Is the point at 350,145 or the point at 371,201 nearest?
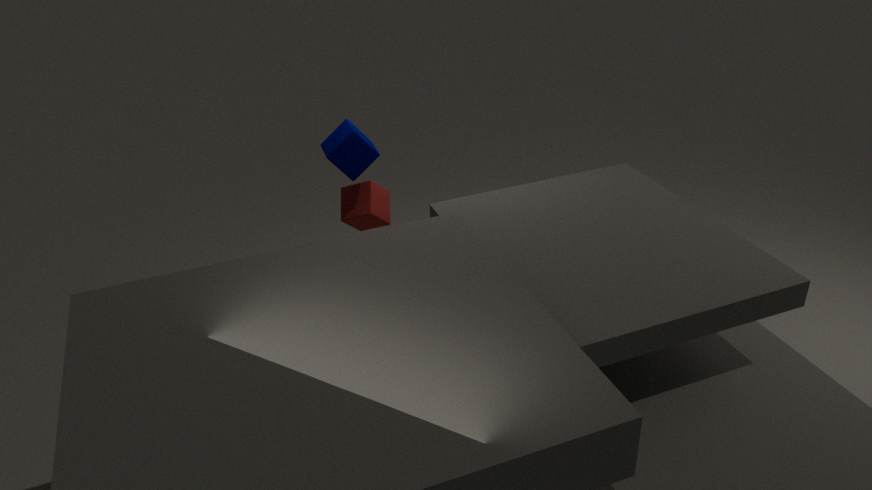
the point at 350,145
